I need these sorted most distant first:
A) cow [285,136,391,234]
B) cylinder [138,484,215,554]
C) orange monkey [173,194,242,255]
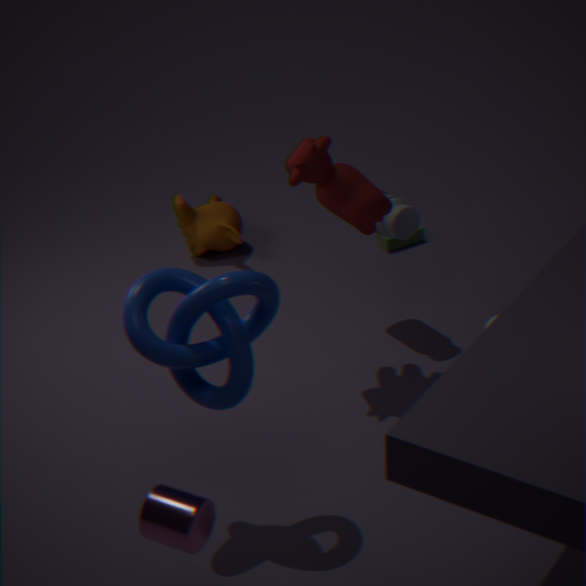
orange monkey [173,194,242,255] < cow [285,136,391,234] < cylinder [138,484,215,554]
